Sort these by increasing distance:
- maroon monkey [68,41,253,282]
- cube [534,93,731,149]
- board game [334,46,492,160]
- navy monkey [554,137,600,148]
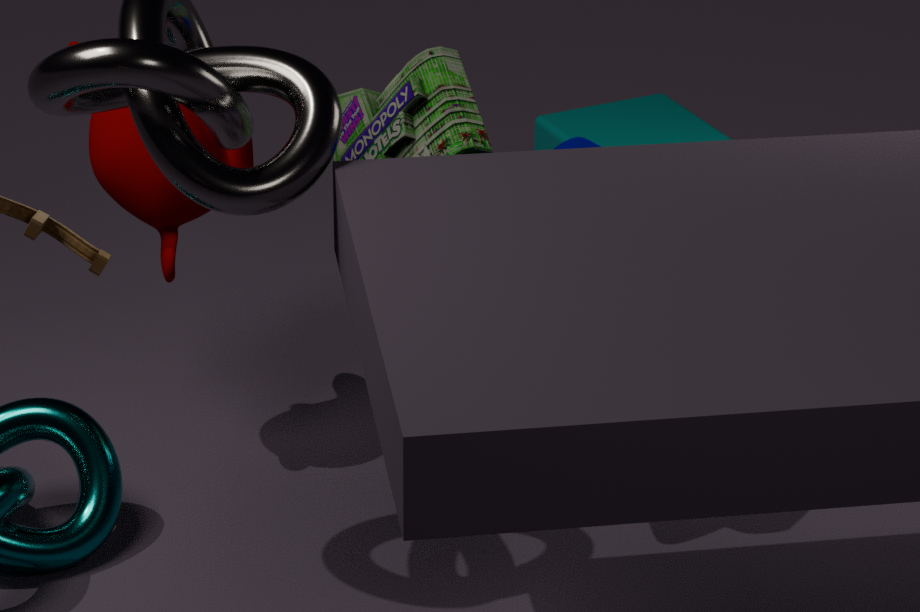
navy monkey [554,137,600,148] → board game [334,46,492,160] → maroon monkey [68,41,253,282] → cube [534,93,731,149]
